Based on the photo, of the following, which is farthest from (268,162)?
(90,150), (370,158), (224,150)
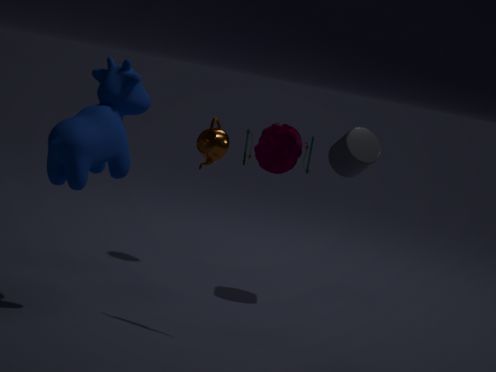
(224,150)
